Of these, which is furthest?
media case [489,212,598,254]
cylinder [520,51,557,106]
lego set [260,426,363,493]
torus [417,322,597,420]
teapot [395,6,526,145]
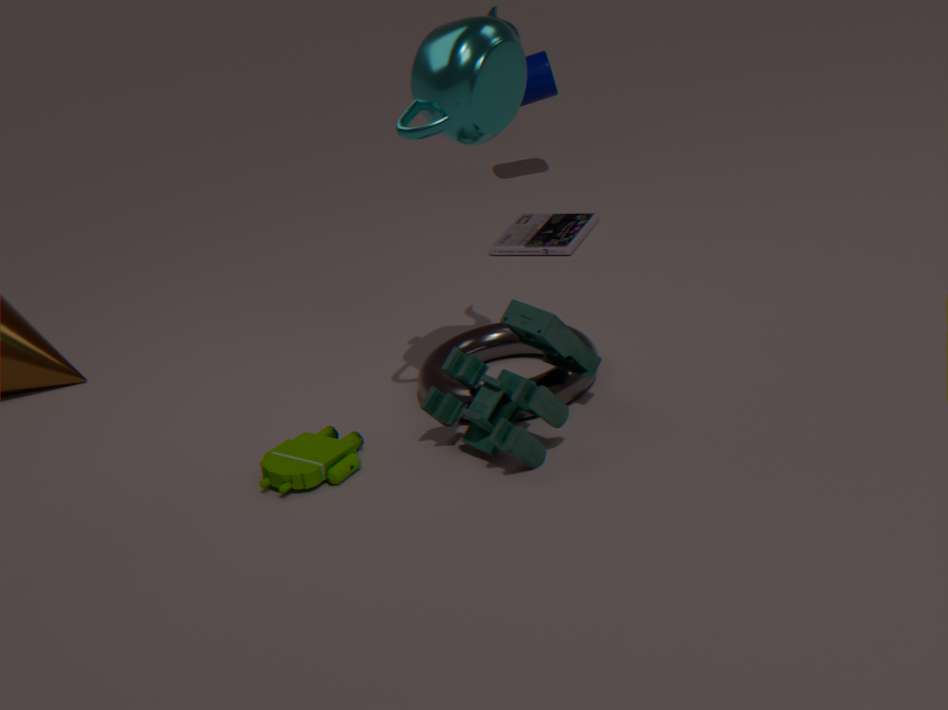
cylinder [520,51,557,106]
